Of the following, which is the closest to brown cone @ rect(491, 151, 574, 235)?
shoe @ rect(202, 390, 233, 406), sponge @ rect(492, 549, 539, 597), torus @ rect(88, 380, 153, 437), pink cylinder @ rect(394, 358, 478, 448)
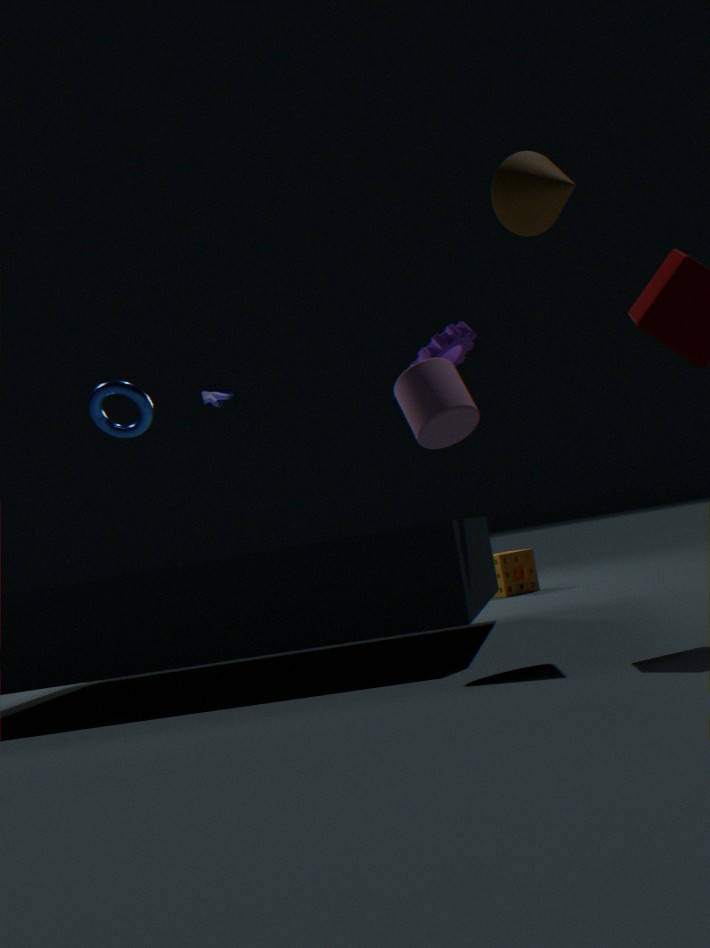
pink cylinder @ rect(394, 358, 478, 448)
